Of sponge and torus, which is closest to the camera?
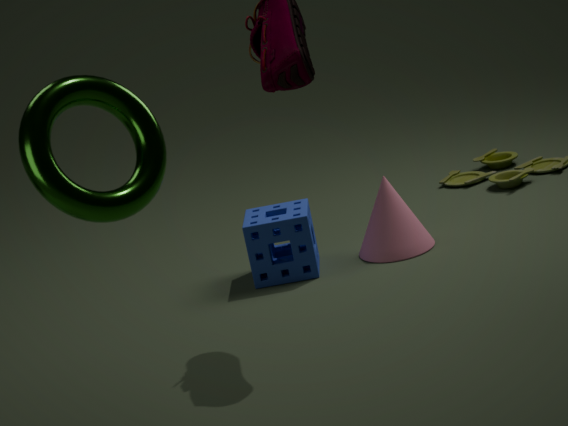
torus
